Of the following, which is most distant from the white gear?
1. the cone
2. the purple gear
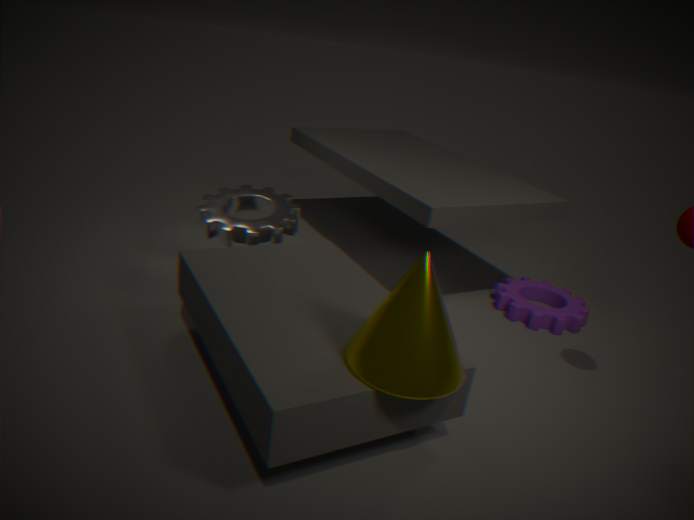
the purple gear
